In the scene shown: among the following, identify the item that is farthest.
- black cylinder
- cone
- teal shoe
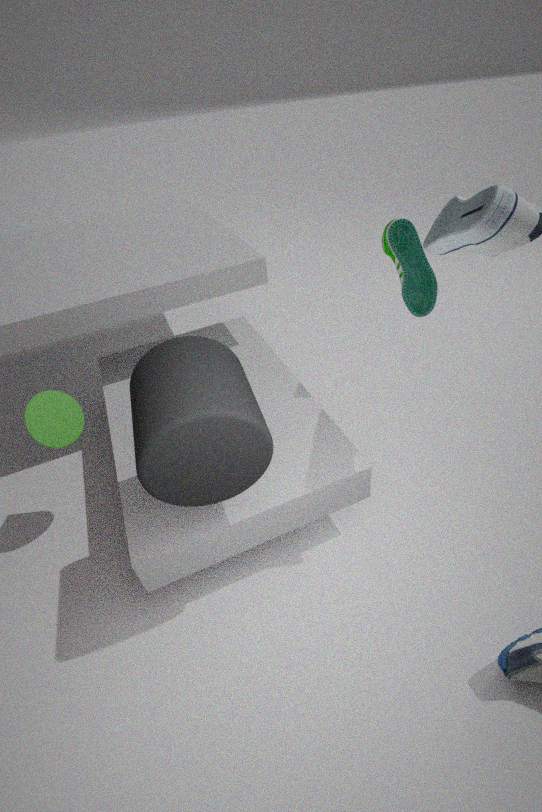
cone
